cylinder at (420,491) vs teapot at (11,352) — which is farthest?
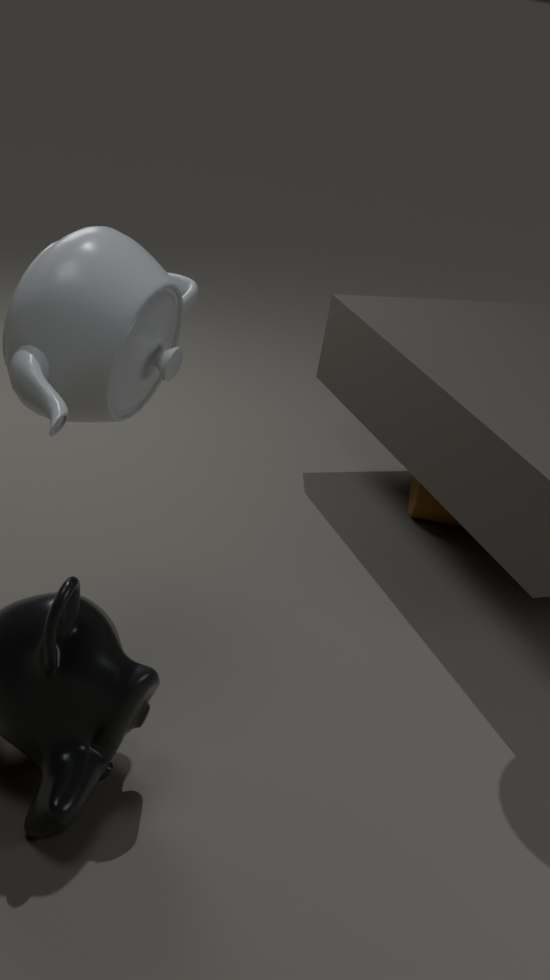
cylinder at (420,491)
